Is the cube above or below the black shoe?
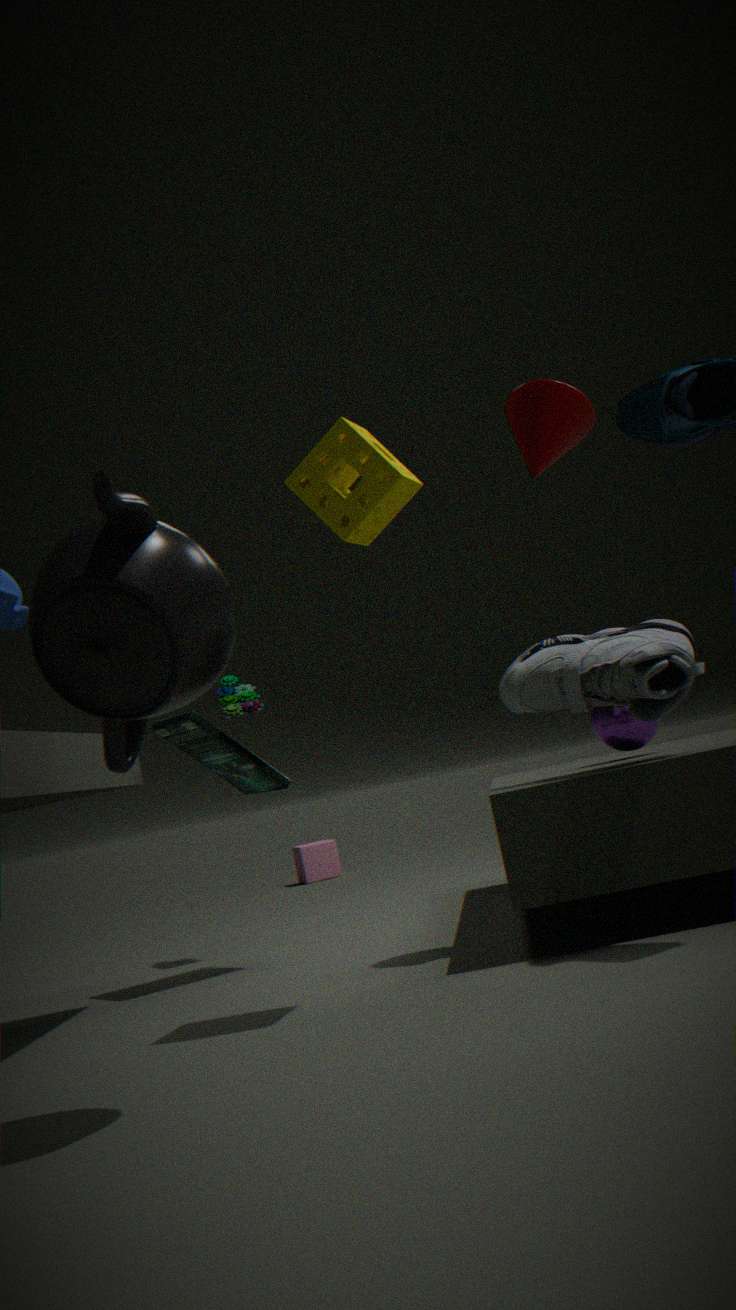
below
